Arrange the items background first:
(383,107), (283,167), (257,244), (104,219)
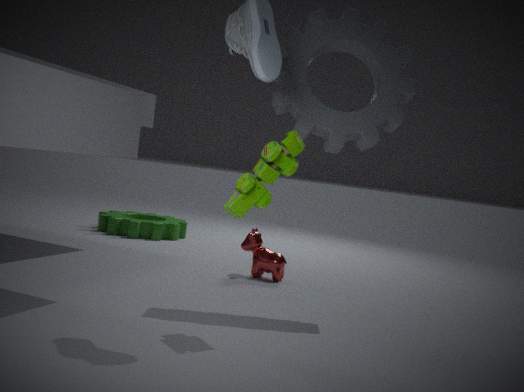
(104,219), (257,244), (383,107), (283,167)
